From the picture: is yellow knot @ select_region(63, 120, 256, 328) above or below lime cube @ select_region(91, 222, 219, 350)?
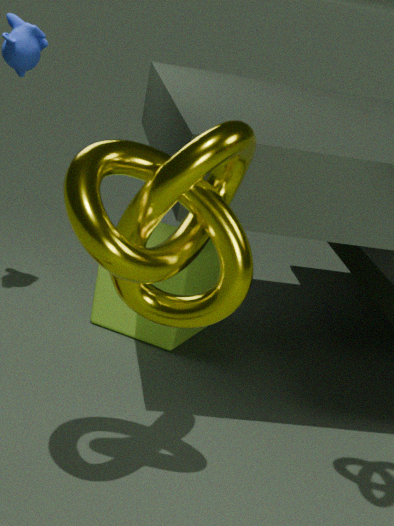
above
